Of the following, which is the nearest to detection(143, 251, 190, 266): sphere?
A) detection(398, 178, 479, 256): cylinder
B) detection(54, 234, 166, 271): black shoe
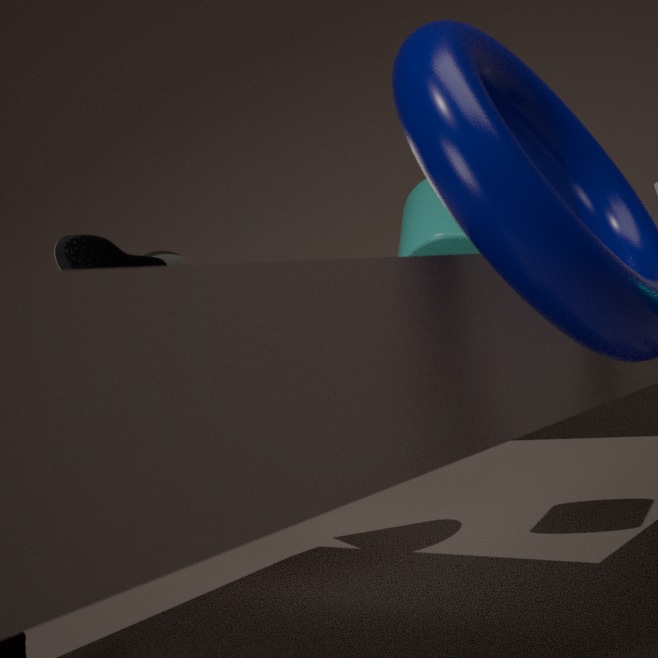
detection(54, 234, 166, 271): black shoe
